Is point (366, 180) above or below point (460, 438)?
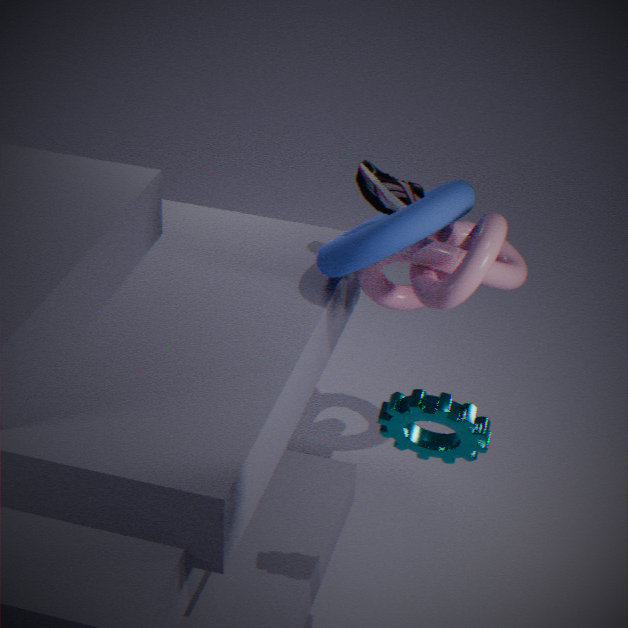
above
